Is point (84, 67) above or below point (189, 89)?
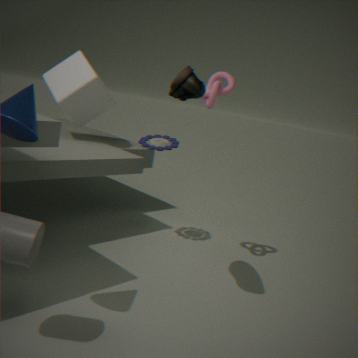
below
